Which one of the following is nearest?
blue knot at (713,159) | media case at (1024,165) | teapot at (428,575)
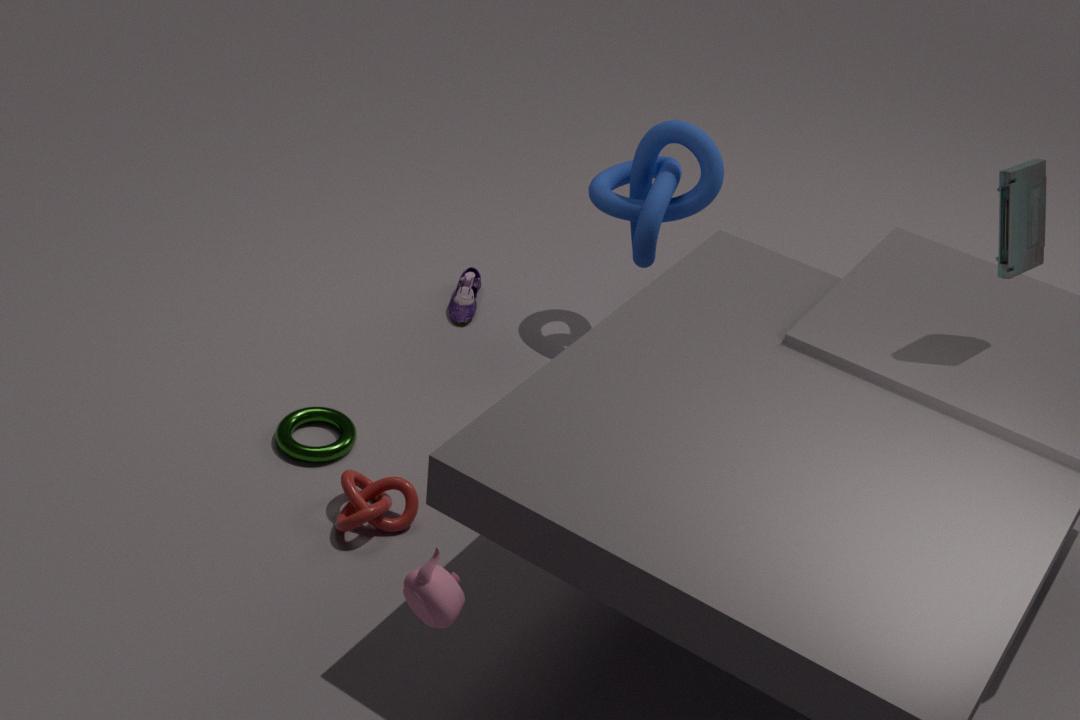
teapot at (428,575)
